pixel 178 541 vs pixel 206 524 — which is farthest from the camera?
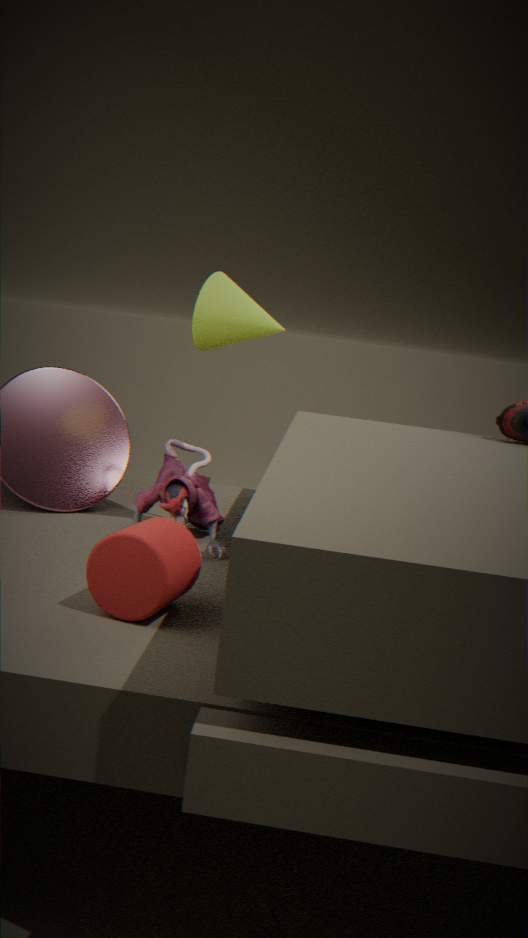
pixel 206 524
